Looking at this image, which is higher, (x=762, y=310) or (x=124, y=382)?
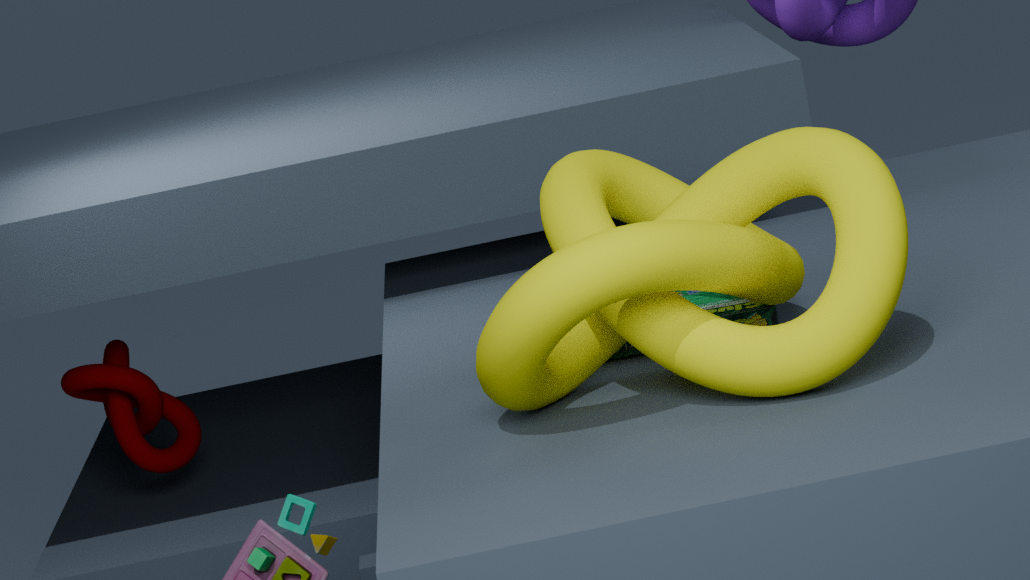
(x=762, y=310)
